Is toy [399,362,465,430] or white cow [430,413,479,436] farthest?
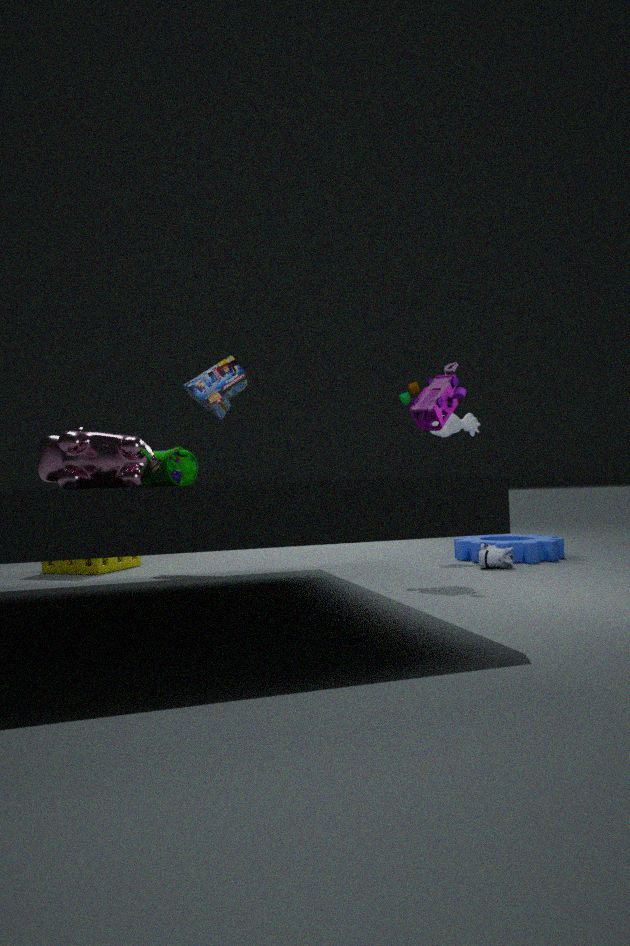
white cow [430,413,479,436]
